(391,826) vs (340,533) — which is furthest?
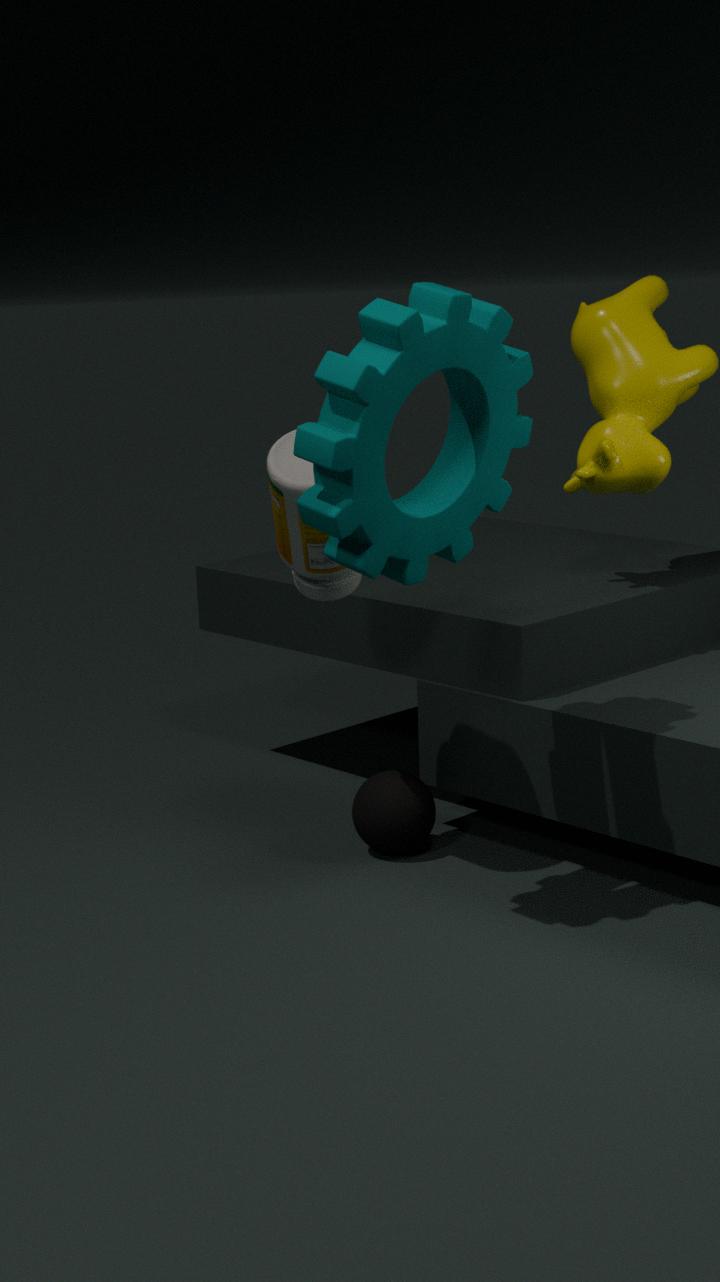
(391,826)
